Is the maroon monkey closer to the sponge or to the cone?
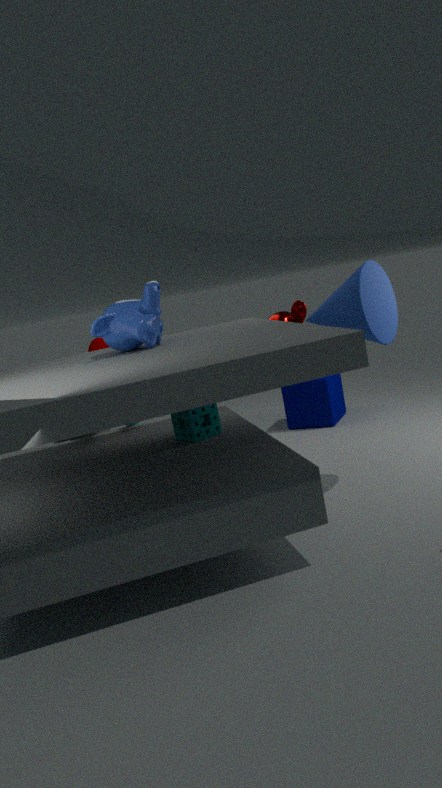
the cone
